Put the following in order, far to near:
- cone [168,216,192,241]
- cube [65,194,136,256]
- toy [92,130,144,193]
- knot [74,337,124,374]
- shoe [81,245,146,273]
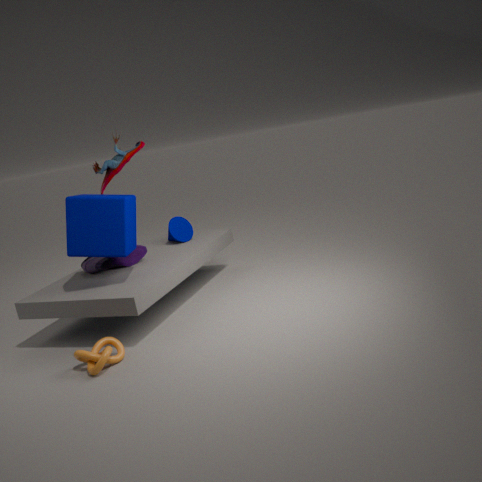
cone [168,216,192,241], shoe [81,245,146,273], toy [92,130,144,193], cube [65,194,136,256], knot [74,337,124,374]
